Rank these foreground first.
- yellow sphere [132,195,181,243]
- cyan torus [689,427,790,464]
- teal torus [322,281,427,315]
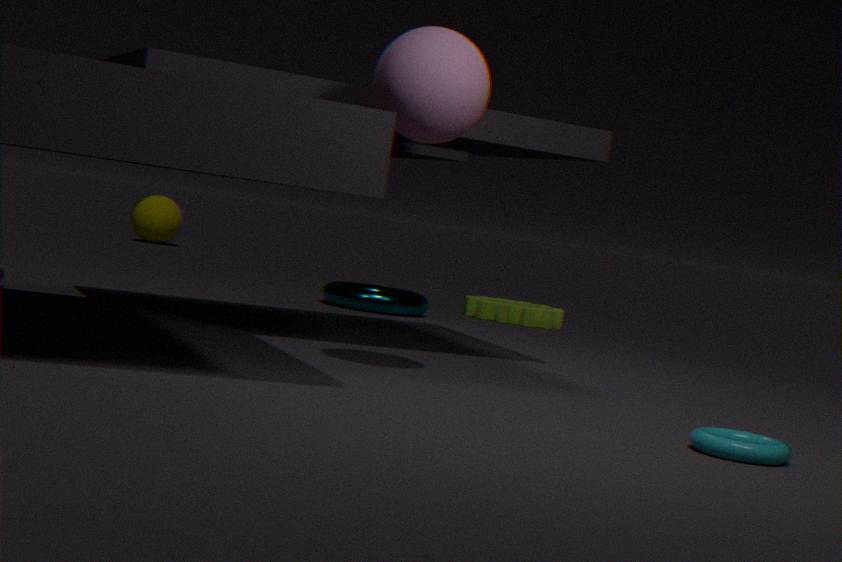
cyan torus [689,427,790,464], teal torus [322,281,427,315], yellow sphere [132,195,181,243]
